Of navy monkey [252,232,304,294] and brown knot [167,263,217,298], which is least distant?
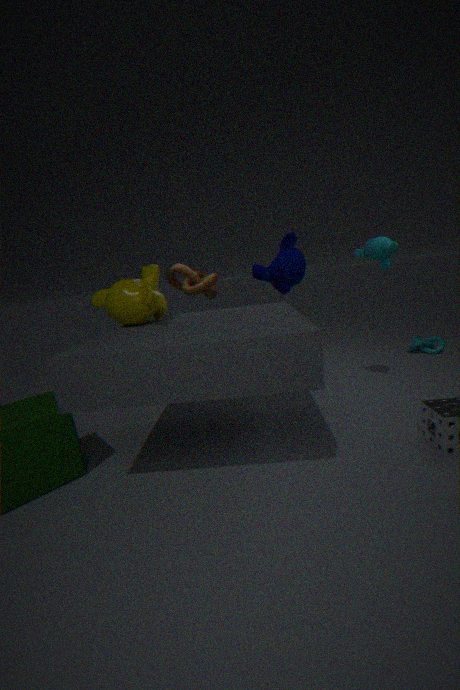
navy monkey [252,232,304,294]
